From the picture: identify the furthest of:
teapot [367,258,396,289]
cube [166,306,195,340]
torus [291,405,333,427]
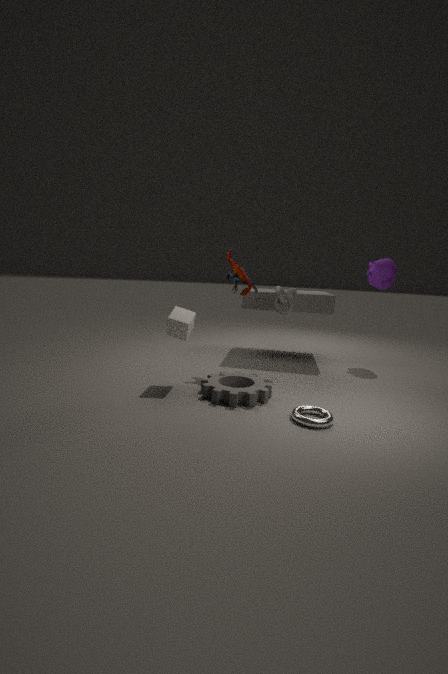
teapot [367,258,396,289]
